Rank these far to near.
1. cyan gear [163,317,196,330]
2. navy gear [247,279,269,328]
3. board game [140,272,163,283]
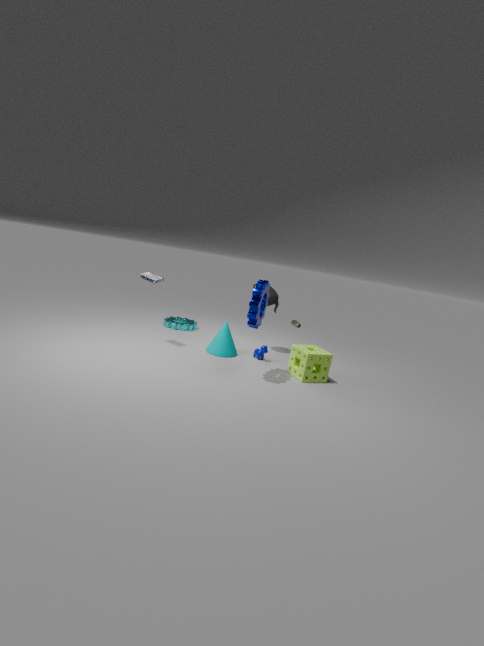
1. cyan gear [163,317,196,330]
2. board game [140,272,163,283]
3. navy gear [247,279,269,328]
